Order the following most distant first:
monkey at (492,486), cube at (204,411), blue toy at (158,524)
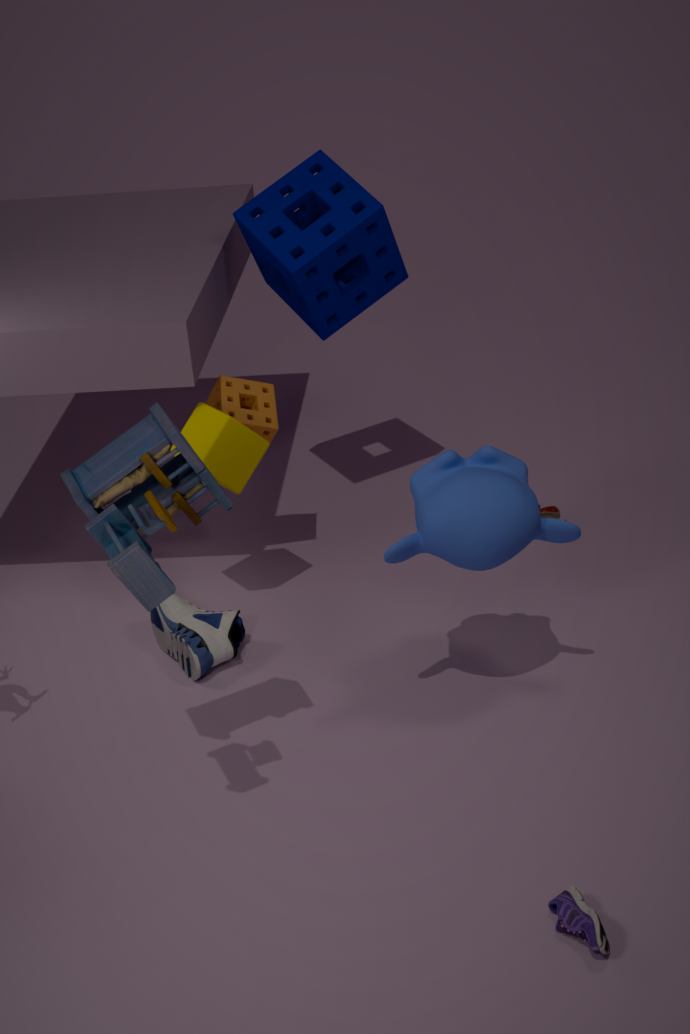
1. cube at (204,411)
2. monkey at (492,486)
3. blue toy at (158,524)
